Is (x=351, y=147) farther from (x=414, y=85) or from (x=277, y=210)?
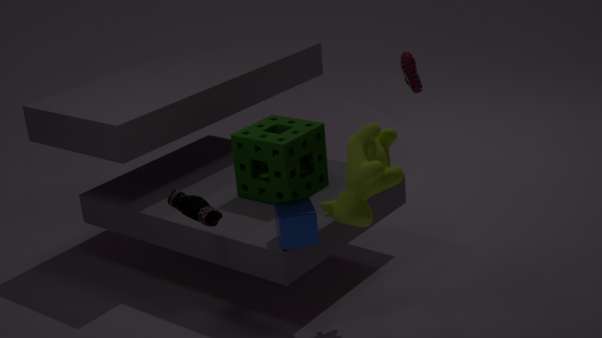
(x=414, y=85)
